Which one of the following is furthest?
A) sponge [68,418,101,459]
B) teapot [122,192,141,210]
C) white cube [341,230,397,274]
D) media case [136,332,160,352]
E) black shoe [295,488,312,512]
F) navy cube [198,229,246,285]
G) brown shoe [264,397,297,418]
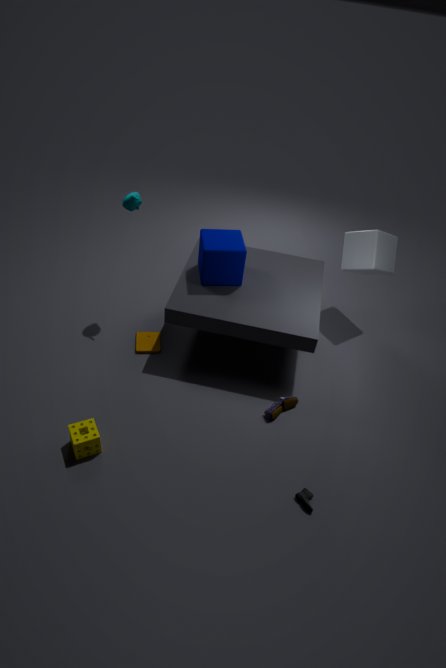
white cube [341,230,397,274]
